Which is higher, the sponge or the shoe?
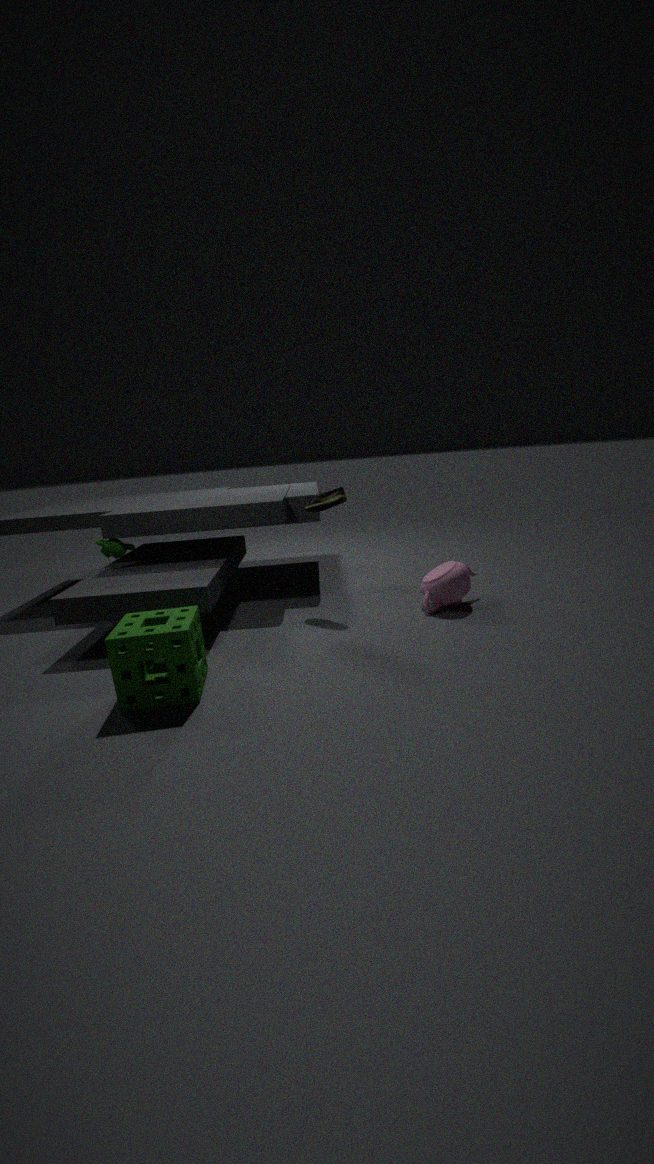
the shoe
